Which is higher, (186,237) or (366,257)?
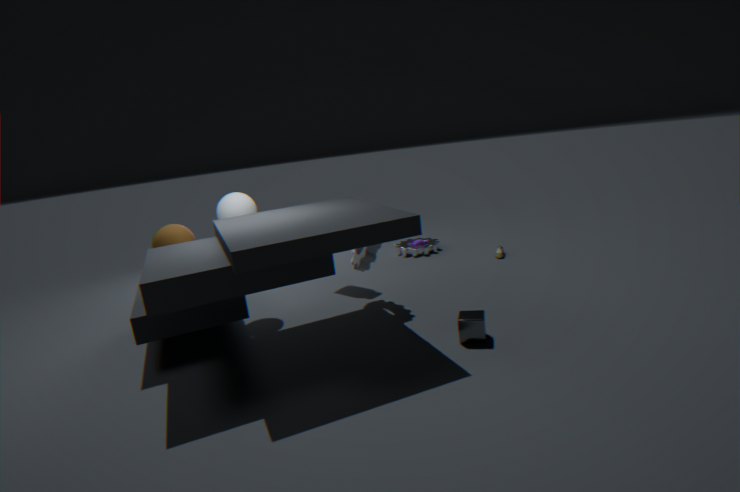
(186,237)
